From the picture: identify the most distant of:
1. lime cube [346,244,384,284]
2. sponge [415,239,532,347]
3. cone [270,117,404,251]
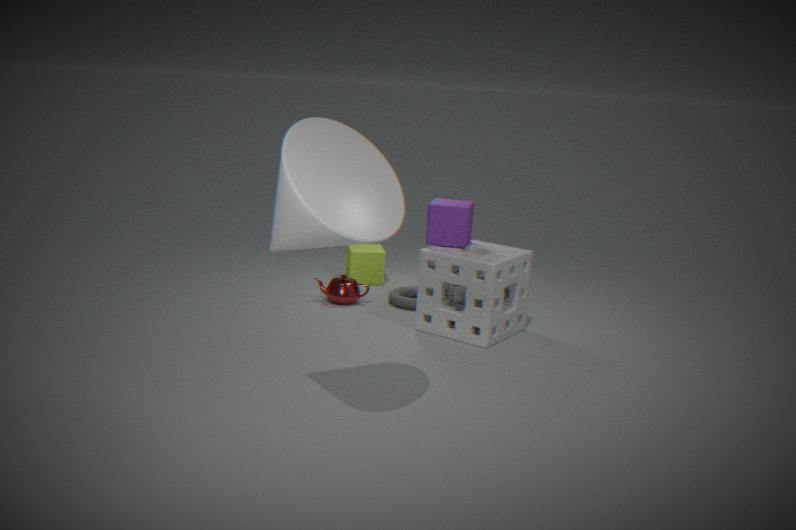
lime cube [346,244,384,284]
